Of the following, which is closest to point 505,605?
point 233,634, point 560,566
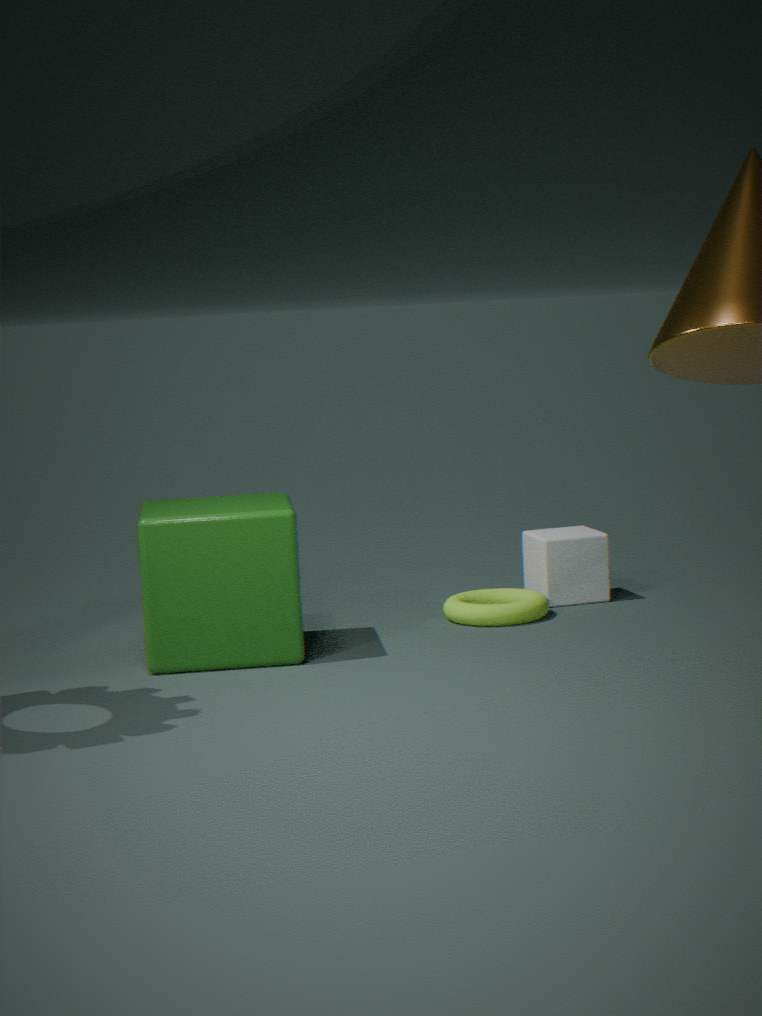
point 560,566
